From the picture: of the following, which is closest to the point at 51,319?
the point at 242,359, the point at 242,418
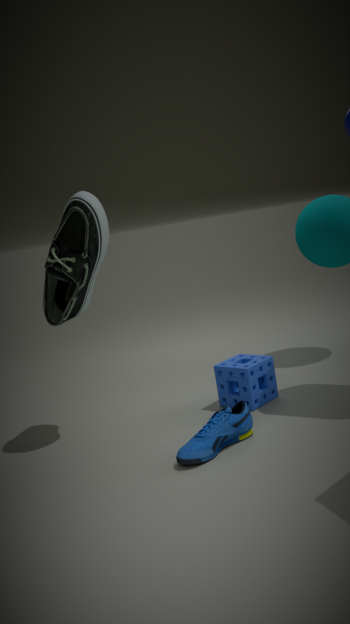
the point at 242,359
